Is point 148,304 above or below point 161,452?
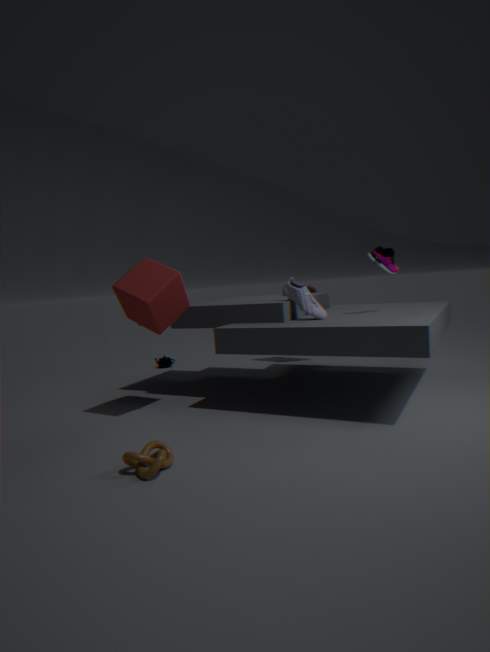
above
